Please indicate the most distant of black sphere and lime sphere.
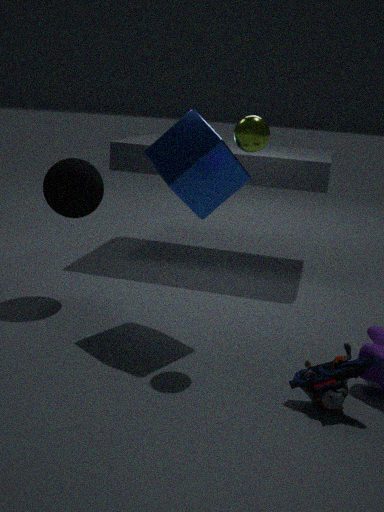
black sphere
